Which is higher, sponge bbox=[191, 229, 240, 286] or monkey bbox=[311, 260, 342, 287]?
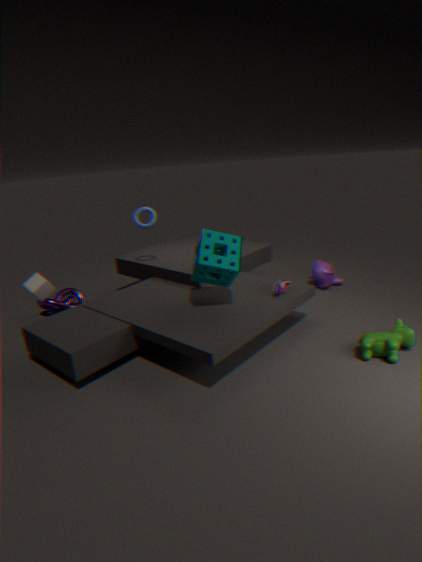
sponge bbox=[191, 229, 240, 286]
